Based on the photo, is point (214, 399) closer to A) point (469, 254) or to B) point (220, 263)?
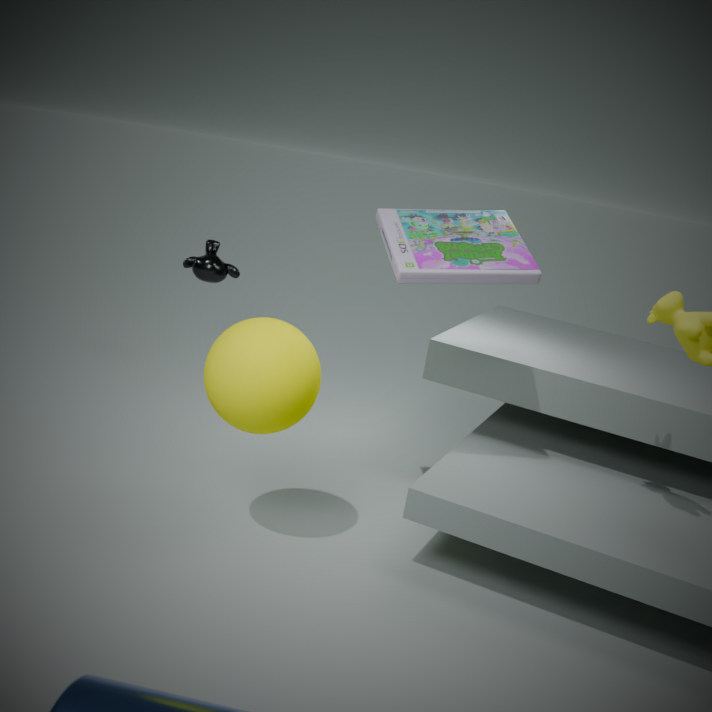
A) point (469, 254)
